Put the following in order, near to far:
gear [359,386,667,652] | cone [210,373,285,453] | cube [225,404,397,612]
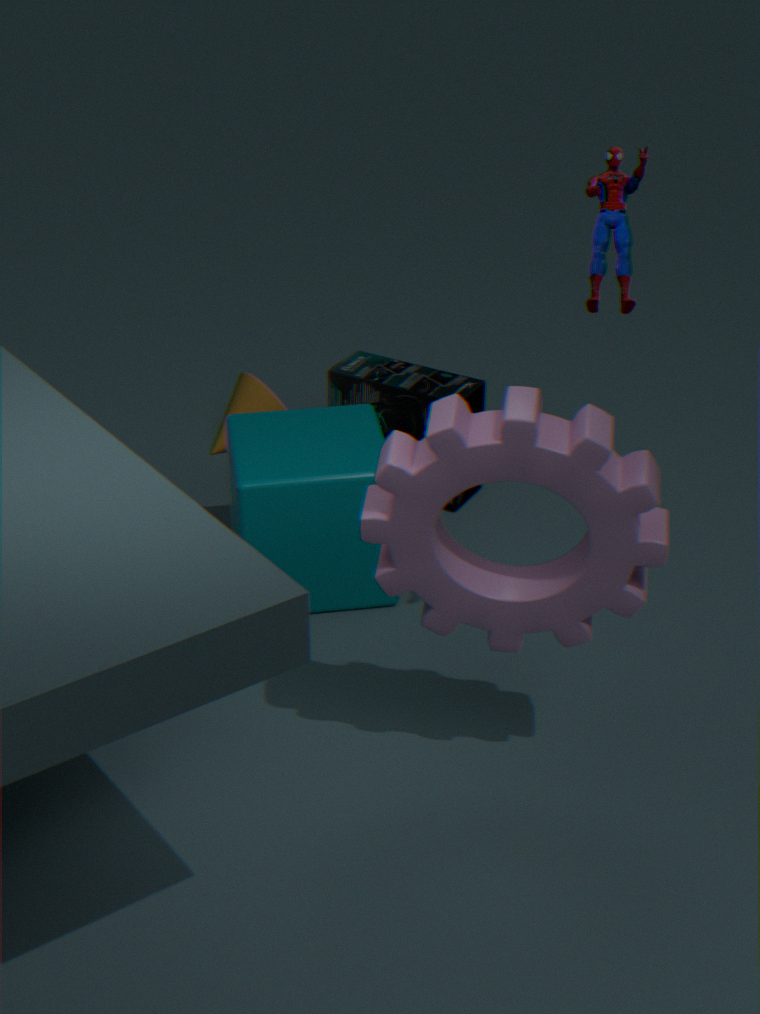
gear [359,386,667,652] → cube [225,404,397,612] → cone [210,373,285,453]
